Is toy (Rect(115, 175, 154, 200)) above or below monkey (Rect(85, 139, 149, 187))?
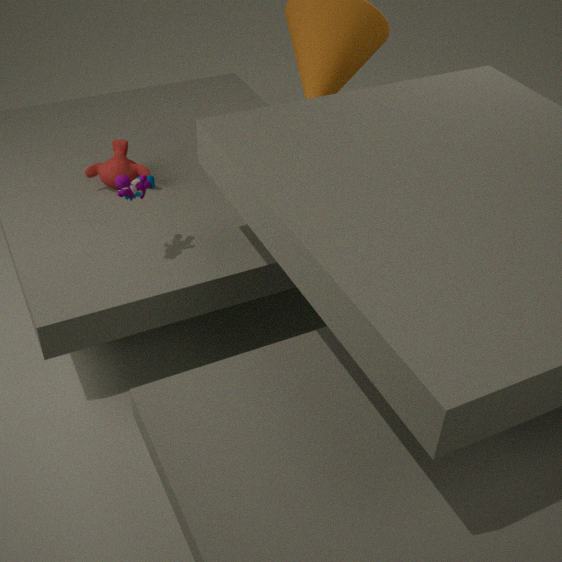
above
